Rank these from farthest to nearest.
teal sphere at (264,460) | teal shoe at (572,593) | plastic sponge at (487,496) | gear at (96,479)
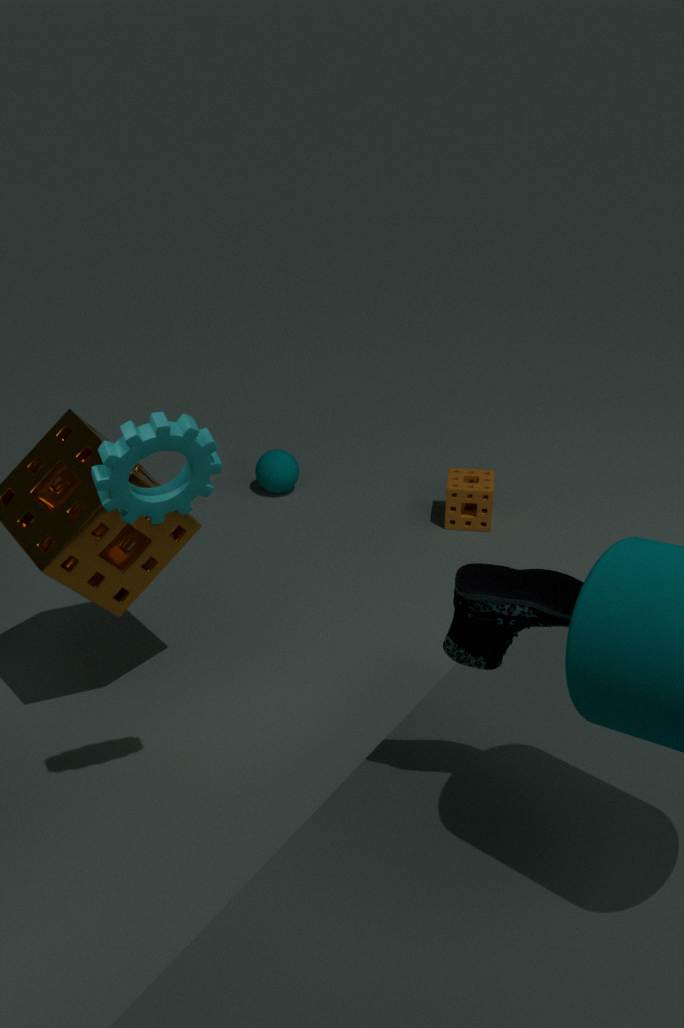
teal sphere at (264,460), plastic sponge at (487,496), gear at (96,479), teal shoe at (572,593)
